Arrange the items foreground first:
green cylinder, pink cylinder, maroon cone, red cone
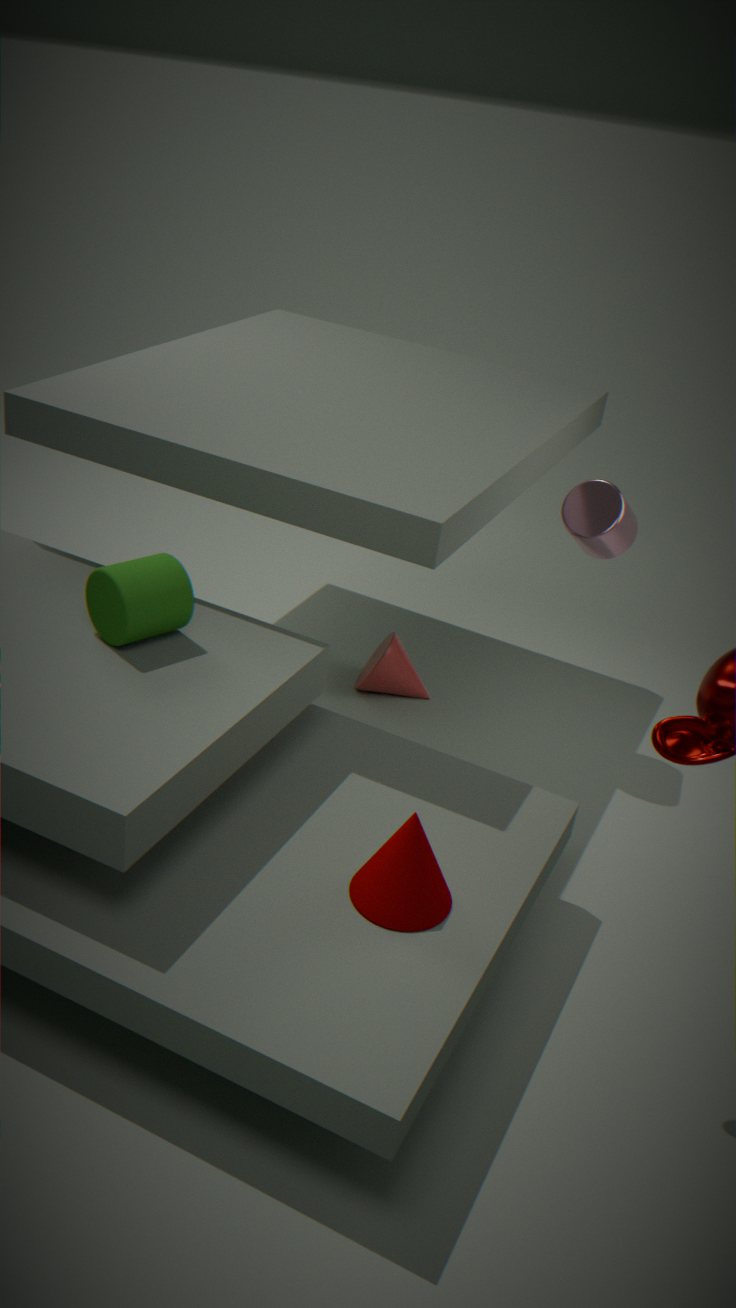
maroon cone
green cylinder
pink cylinder
red cone
